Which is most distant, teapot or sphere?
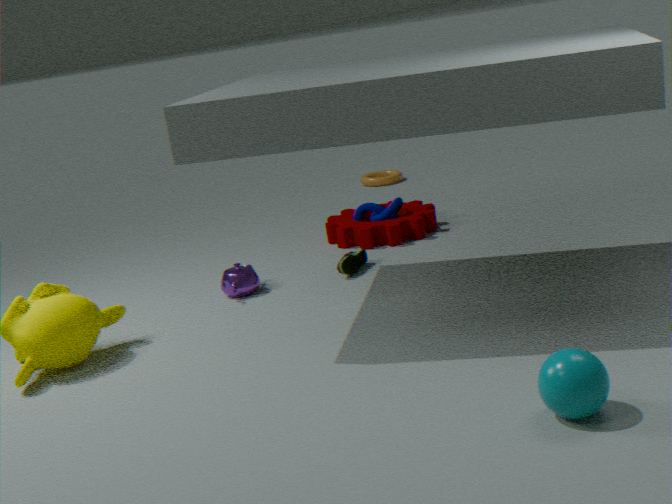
teapot
